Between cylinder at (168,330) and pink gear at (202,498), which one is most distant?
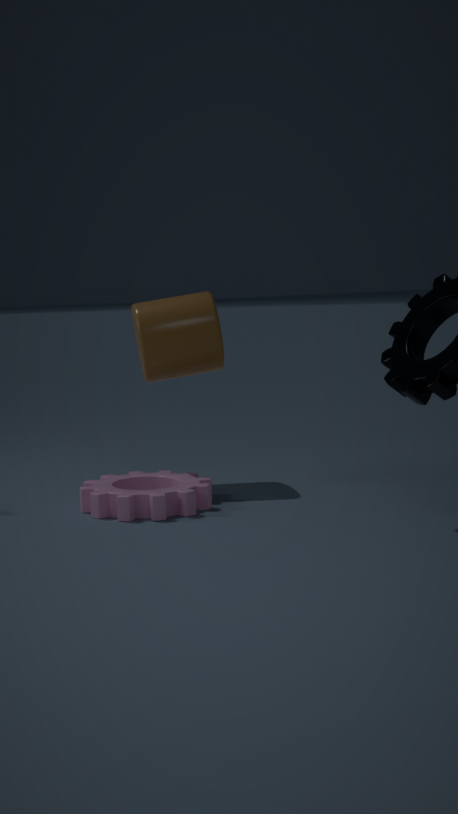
cylinder at (168,330)
